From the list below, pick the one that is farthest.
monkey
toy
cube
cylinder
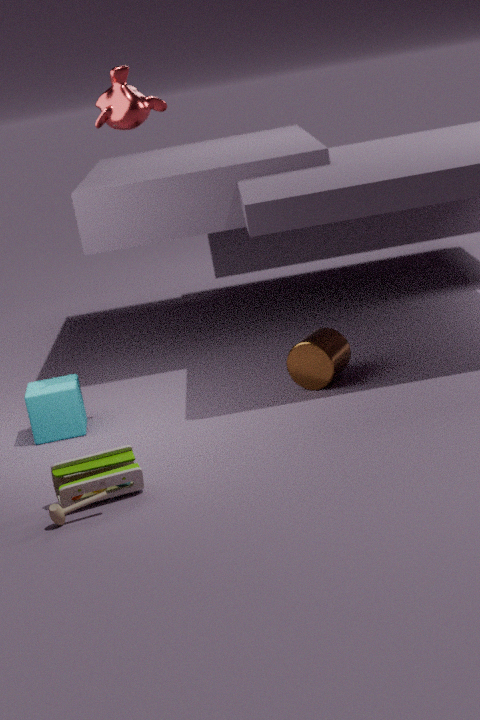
cylinder
